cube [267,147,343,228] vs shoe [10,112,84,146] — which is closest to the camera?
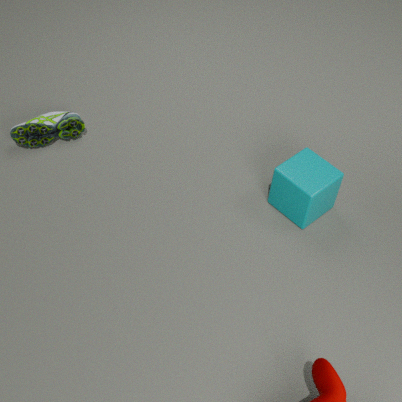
cube [267,147,343,228]
